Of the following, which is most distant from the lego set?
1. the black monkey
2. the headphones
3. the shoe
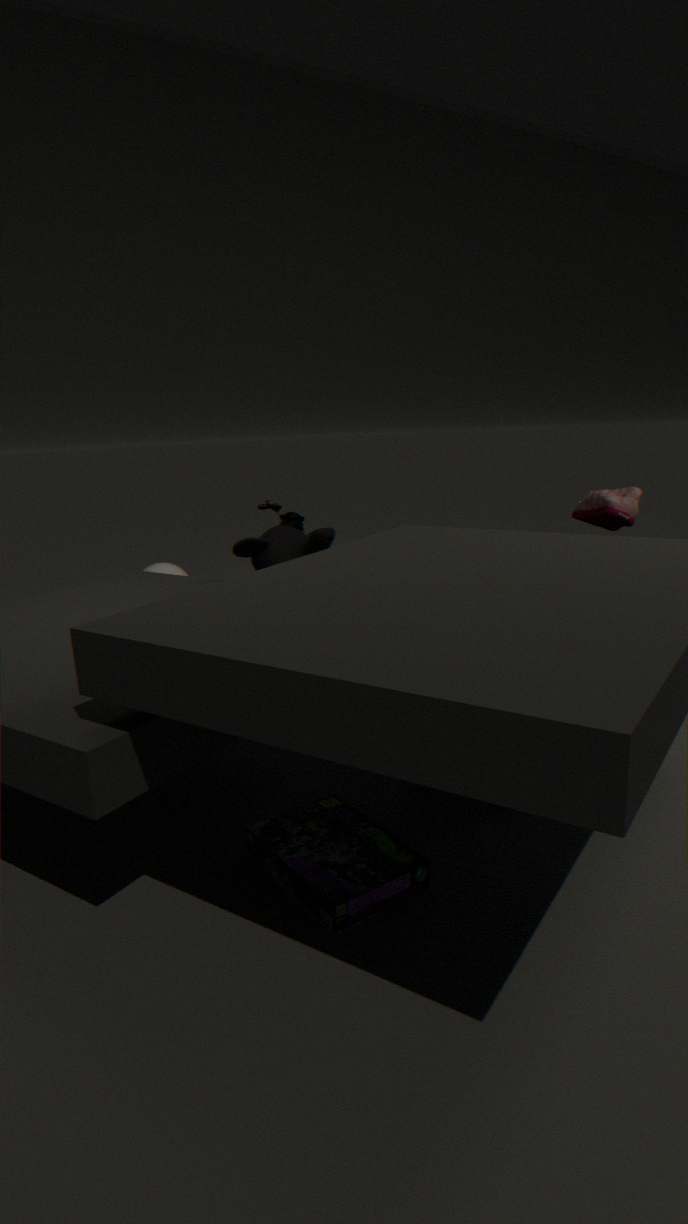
the shoe
